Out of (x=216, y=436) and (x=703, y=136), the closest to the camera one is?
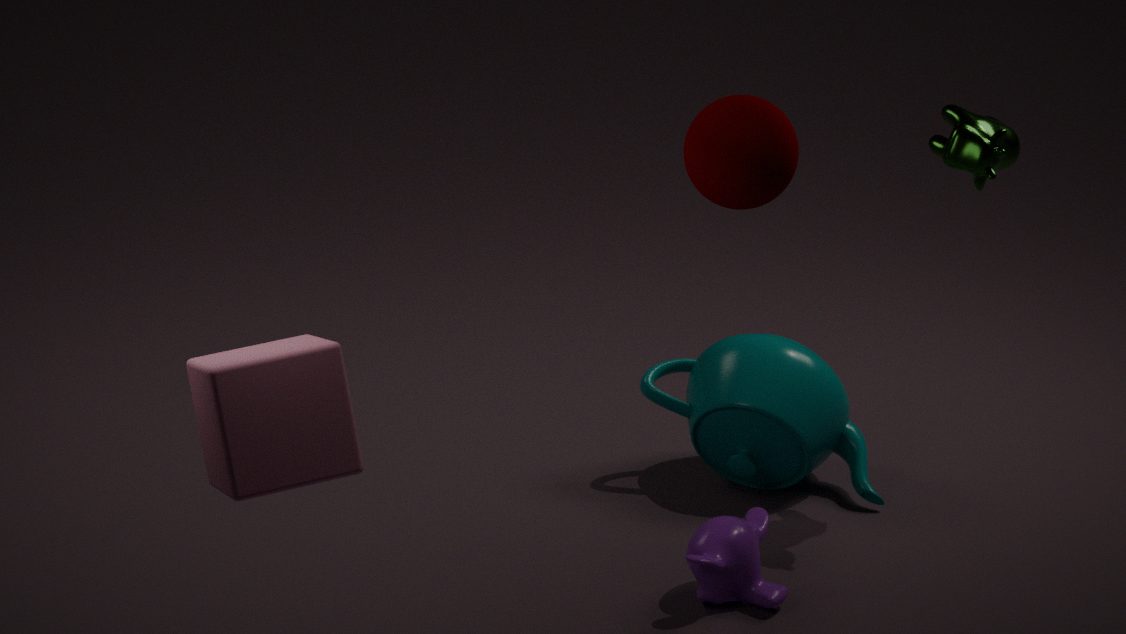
(x=216, y=436)
